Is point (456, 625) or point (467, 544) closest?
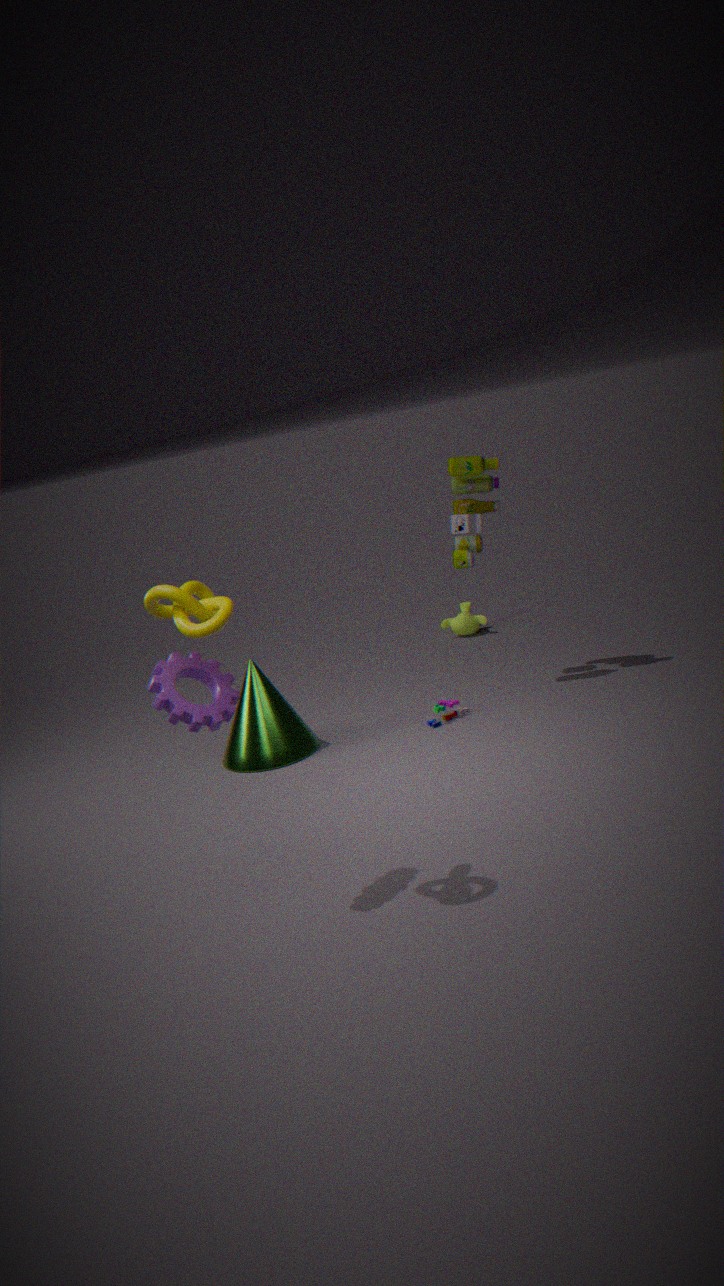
point (467, 544)
